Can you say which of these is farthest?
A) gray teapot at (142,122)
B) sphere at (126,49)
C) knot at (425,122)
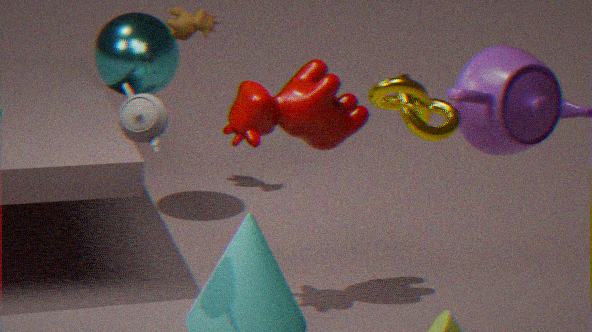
sphere at (126,49)
